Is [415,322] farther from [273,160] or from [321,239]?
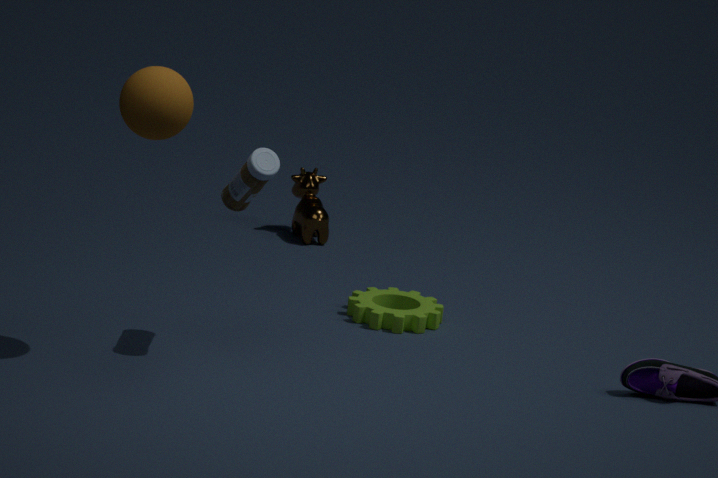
[321,239]
